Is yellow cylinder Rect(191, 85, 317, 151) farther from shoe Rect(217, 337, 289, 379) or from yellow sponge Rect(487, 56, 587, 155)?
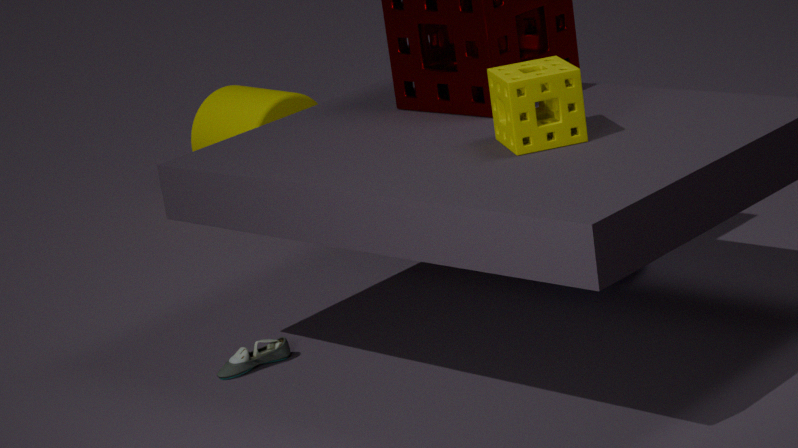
yellow sponge Rect(487, 56, 587, 155)
